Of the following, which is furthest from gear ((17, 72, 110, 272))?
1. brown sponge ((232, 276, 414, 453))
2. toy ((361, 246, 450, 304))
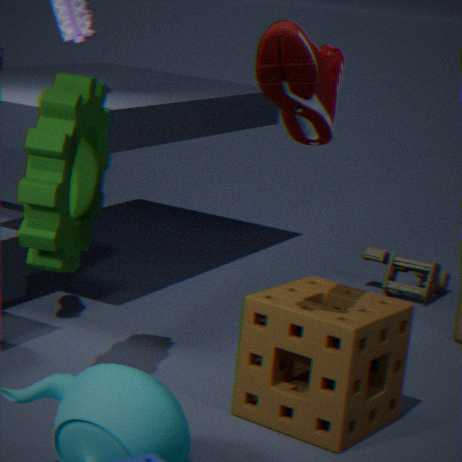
toy ((361, 246, 450, 304))
